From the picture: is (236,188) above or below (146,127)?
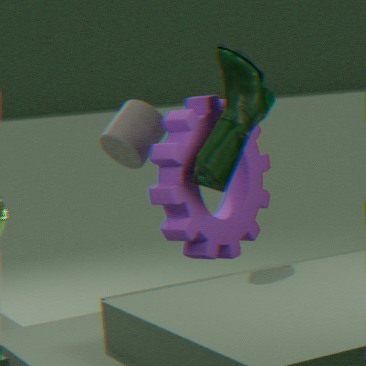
below
